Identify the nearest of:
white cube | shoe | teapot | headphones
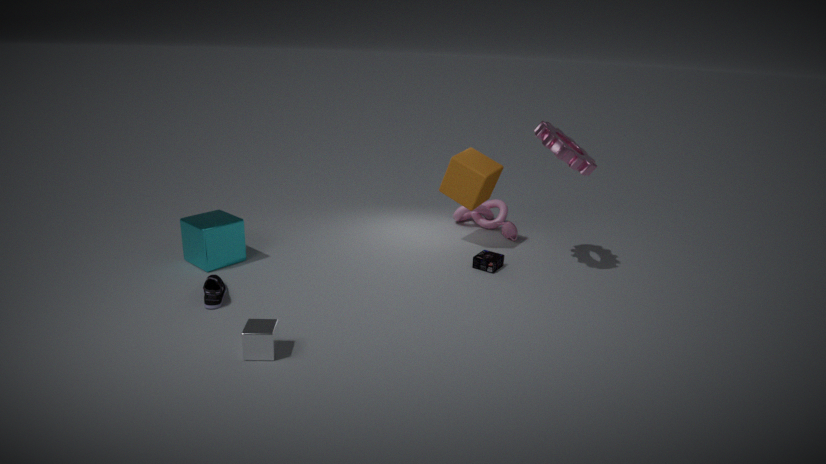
white cube
